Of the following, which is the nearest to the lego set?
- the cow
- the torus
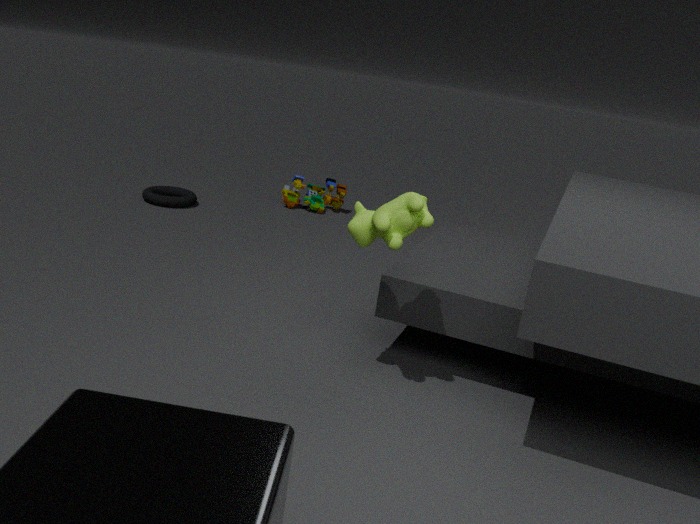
the torus
